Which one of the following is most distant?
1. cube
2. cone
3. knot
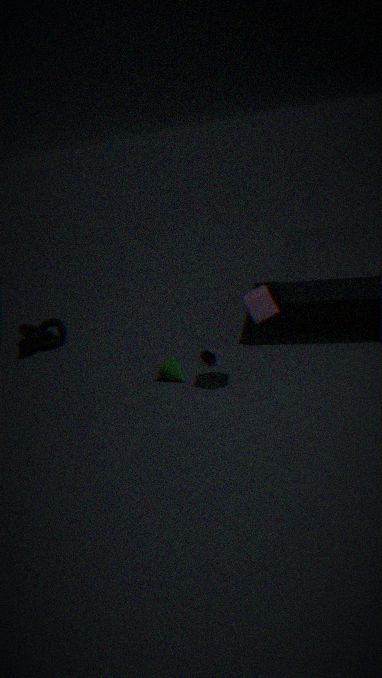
knot
